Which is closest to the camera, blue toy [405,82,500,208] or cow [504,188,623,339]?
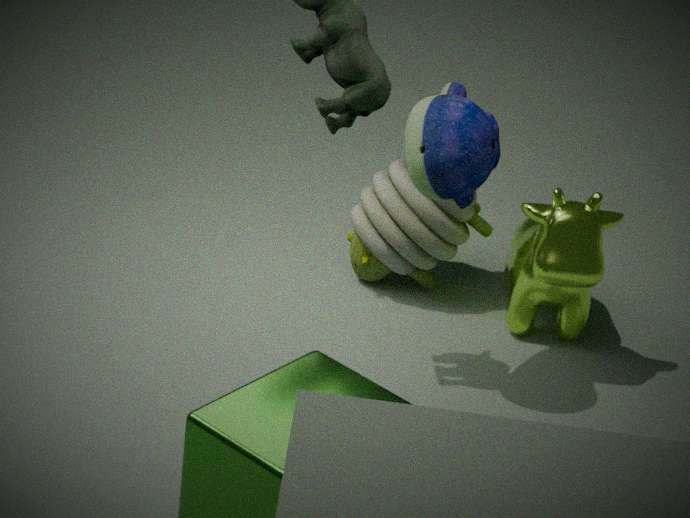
blue toy [405,82,500,208]
